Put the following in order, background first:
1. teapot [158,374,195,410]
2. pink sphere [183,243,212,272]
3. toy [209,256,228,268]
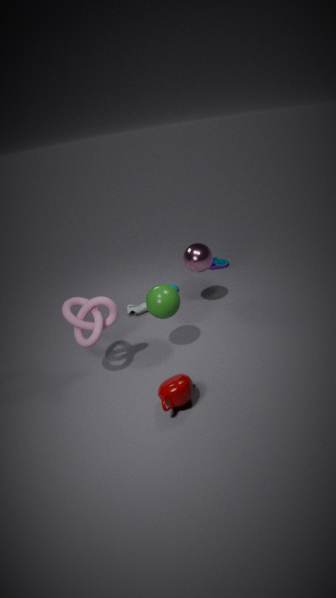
toy [209,256,228,268] < pink sphere [183,243,212,272] < teapot [158,374,195,410]
